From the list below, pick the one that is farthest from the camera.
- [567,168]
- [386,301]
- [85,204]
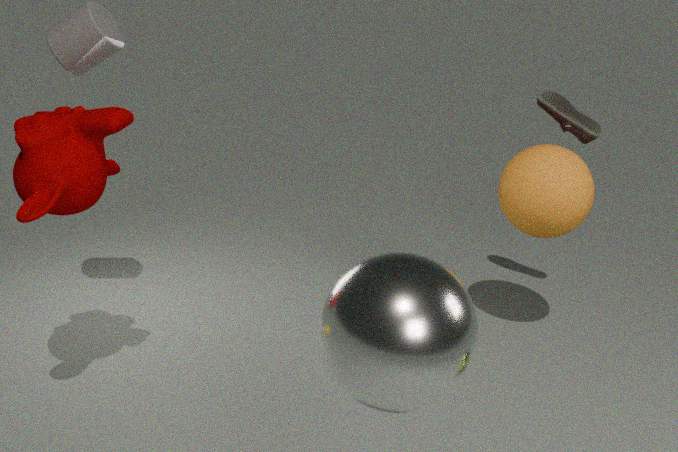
[567,168]
